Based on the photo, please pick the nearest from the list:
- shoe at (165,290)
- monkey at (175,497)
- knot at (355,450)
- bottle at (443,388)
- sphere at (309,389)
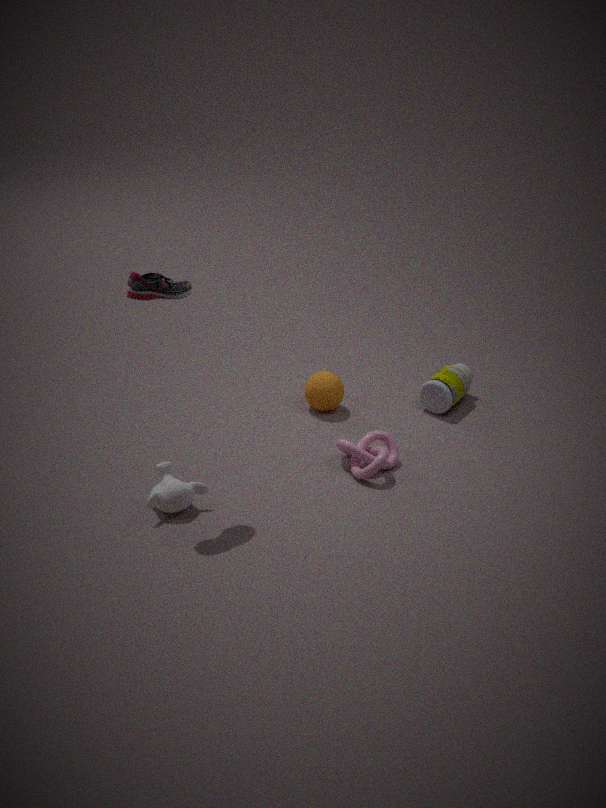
shoe at (165,290)
